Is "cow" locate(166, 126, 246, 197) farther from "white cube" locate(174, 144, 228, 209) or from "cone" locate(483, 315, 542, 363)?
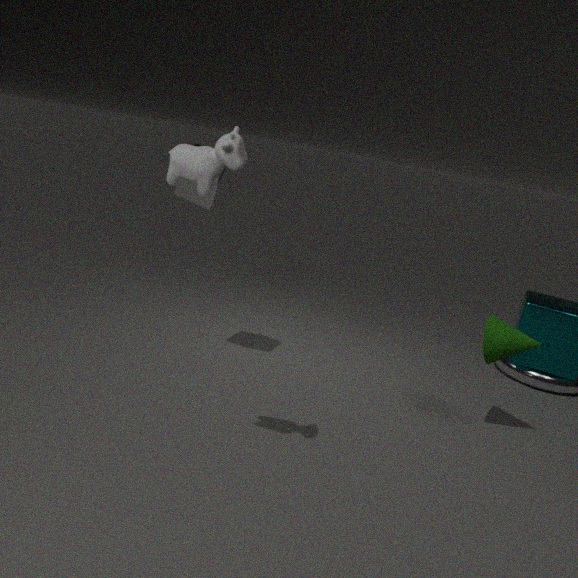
"cone" locate(483, 315, 542, 363)
